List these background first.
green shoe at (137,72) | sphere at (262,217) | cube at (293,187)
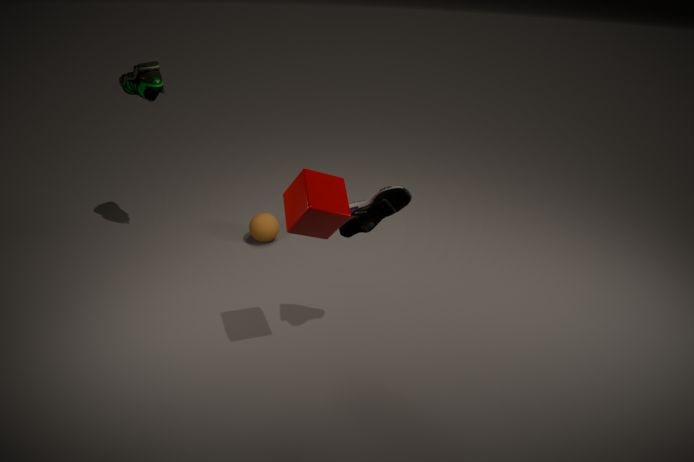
sphere at (262,217) → green shoe at (137,72) → cube at (293,187)
